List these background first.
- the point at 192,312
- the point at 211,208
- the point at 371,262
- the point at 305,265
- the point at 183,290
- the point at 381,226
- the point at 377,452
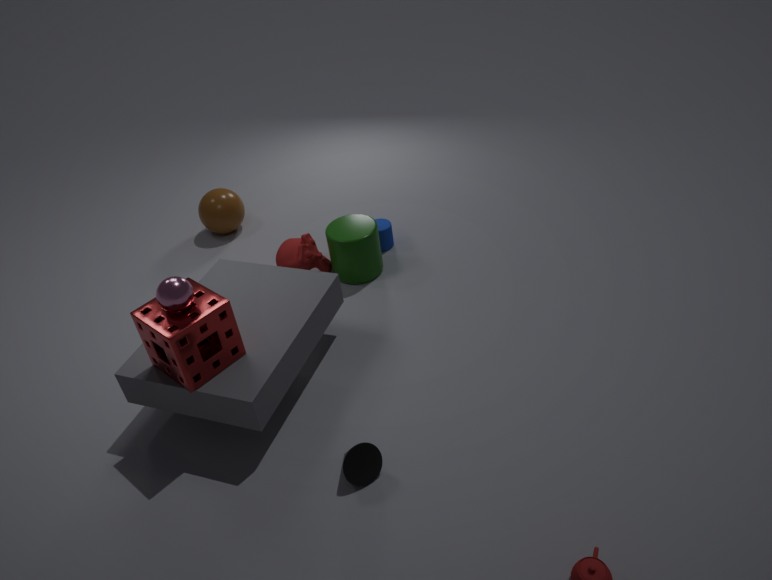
1. the point at 211,208
2. the point at 381,226
3. the point at 305,265
4. the point at 371,262
5. the point at 377,452
6. the point at 192,312
7. the point at 183,290
